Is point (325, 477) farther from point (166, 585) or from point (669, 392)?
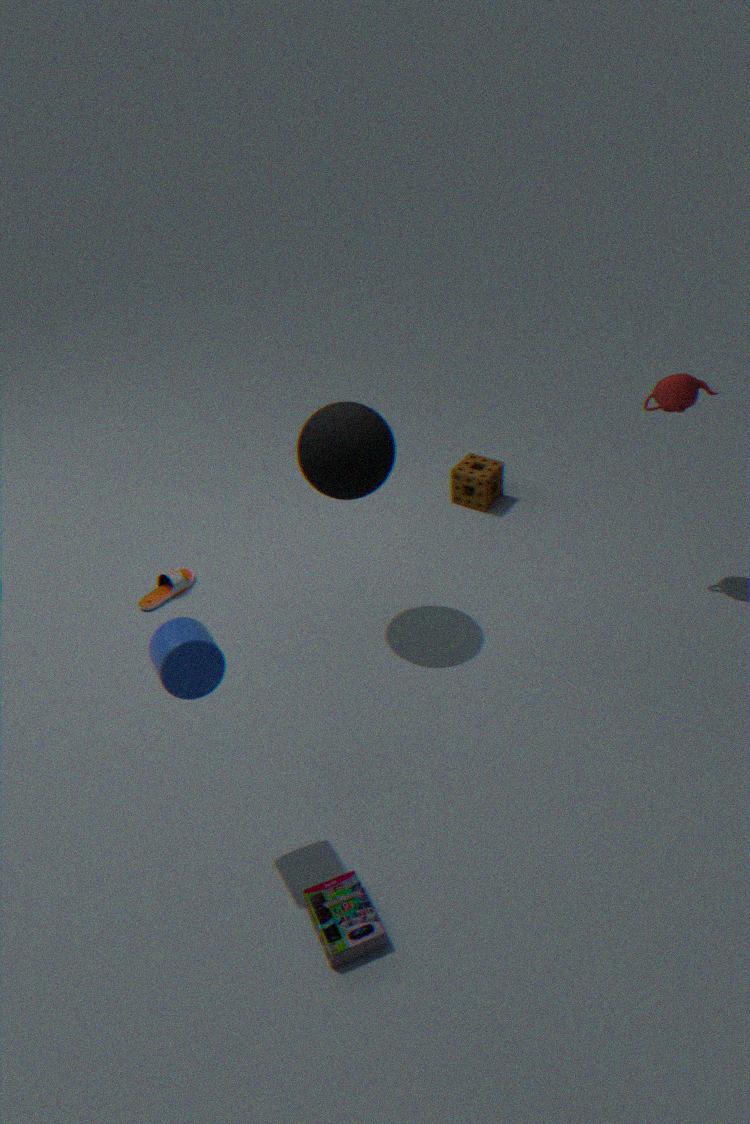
point (669, 392)
